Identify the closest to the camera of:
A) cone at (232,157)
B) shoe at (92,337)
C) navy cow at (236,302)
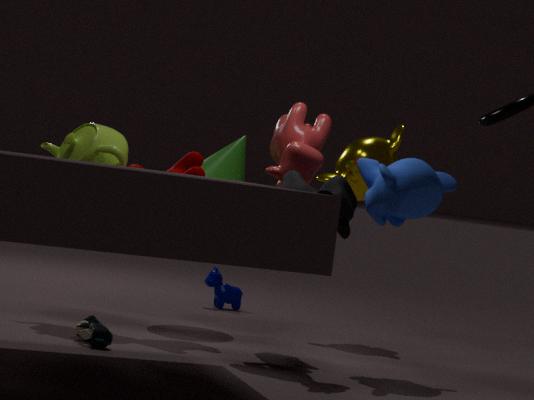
shoe at (92,337)
